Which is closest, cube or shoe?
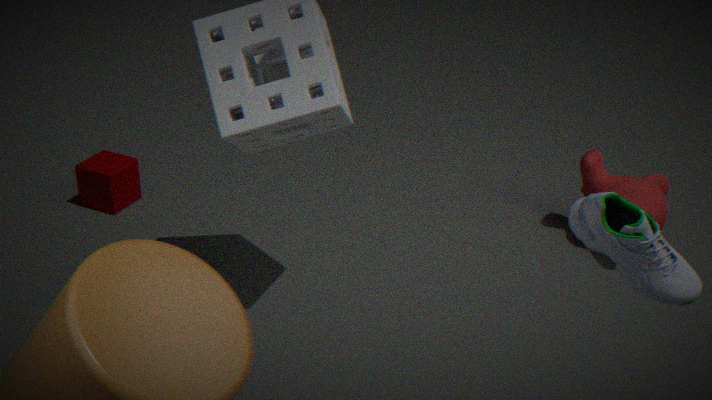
shoe
